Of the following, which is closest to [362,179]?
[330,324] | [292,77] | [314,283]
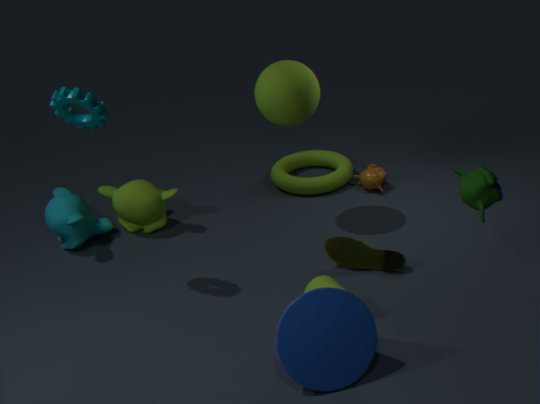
[292,77]
